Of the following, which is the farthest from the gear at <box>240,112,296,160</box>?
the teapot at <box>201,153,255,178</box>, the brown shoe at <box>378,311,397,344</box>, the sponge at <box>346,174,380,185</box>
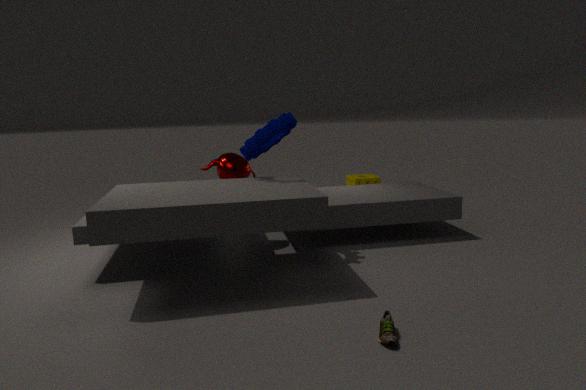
the sponge at <box>346,174,380,185</box>
